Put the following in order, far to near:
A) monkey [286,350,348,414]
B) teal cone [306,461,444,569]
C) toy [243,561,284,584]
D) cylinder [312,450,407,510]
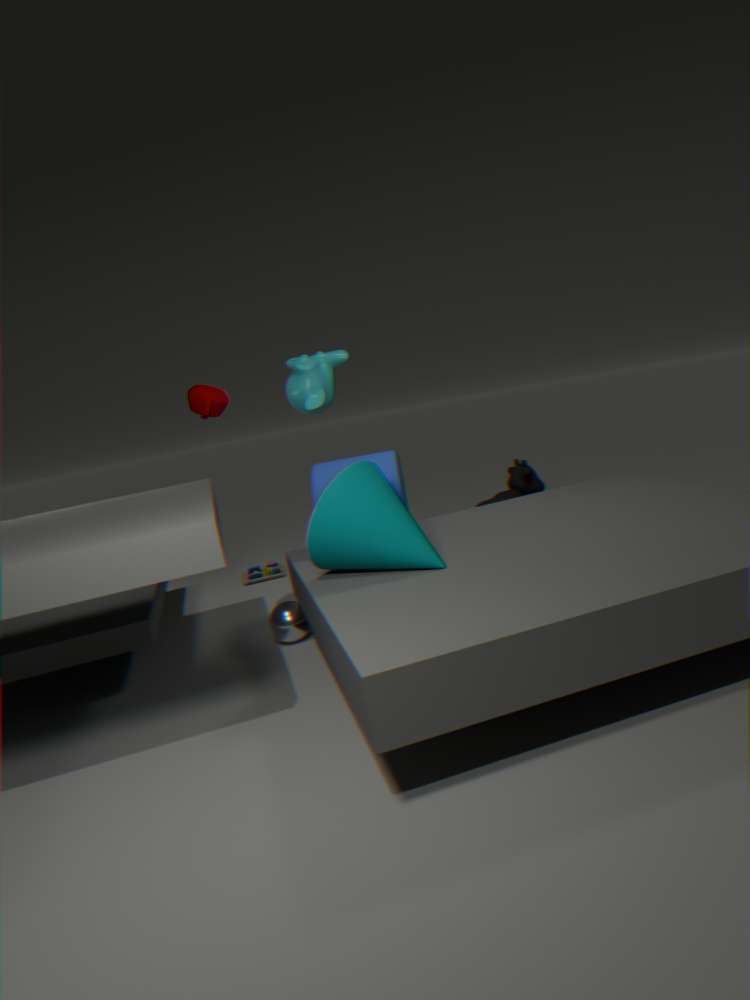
toy [243,561,284,584] < monkey [286,350,348,414] < cylinder [312,450,407,510] < teal cone [306,461,444,569]
